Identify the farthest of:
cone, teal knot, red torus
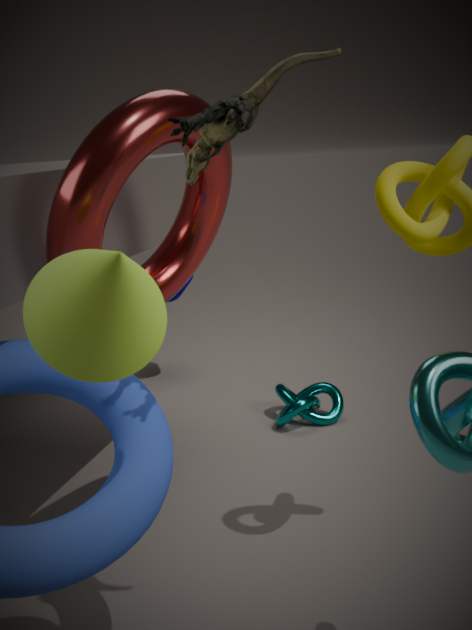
teal knot
